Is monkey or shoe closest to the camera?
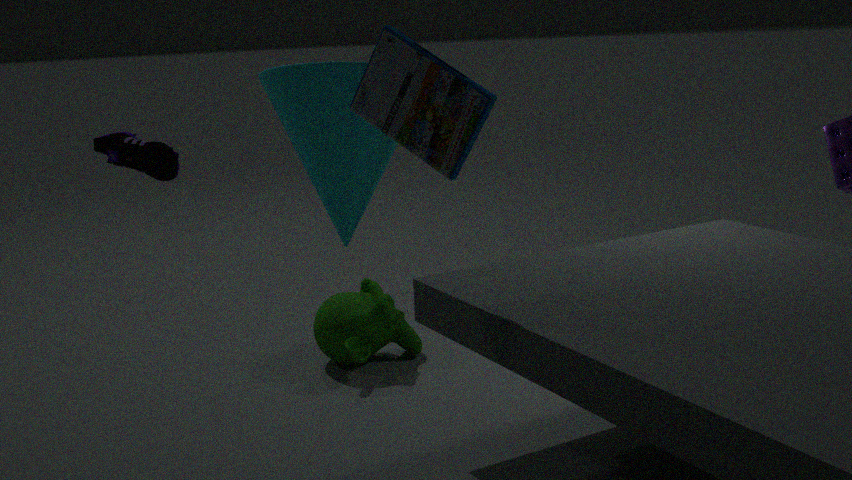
shoe
